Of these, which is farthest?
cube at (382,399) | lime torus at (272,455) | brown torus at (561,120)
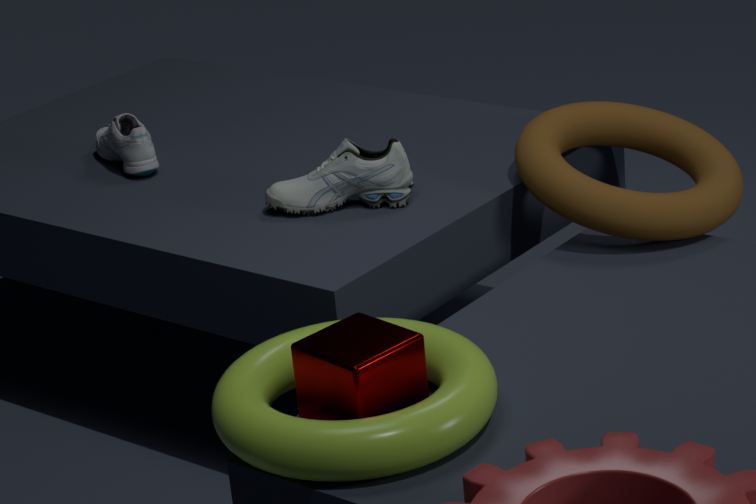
brown torus at (561,120)
